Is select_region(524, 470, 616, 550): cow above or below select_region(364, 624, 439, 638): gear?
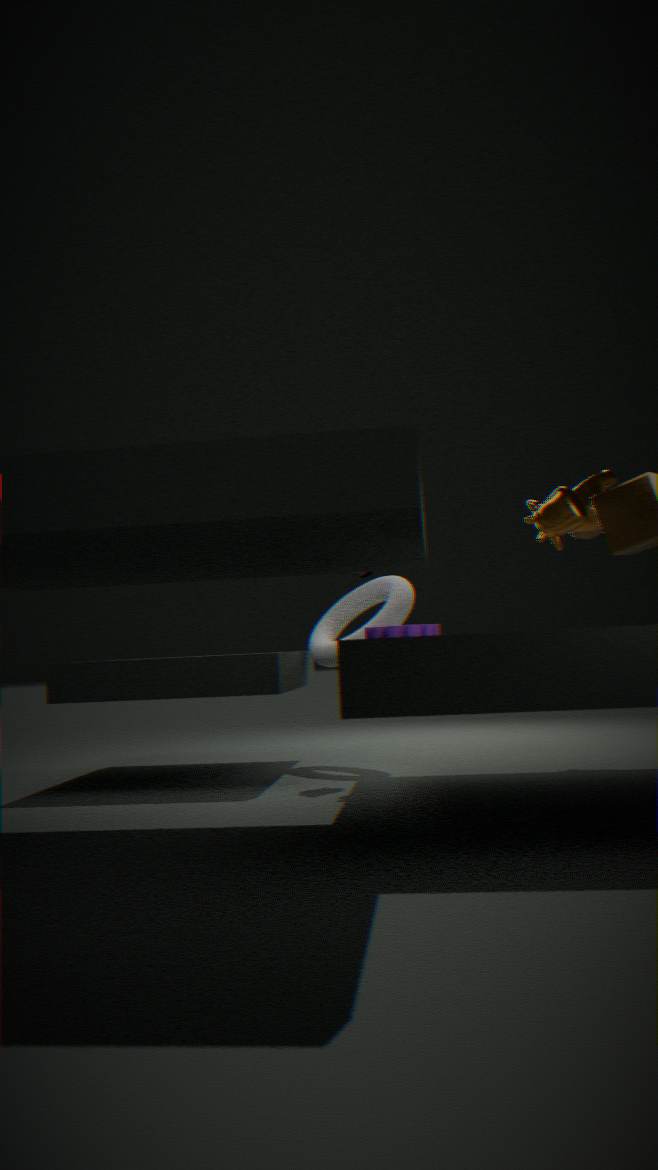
above
